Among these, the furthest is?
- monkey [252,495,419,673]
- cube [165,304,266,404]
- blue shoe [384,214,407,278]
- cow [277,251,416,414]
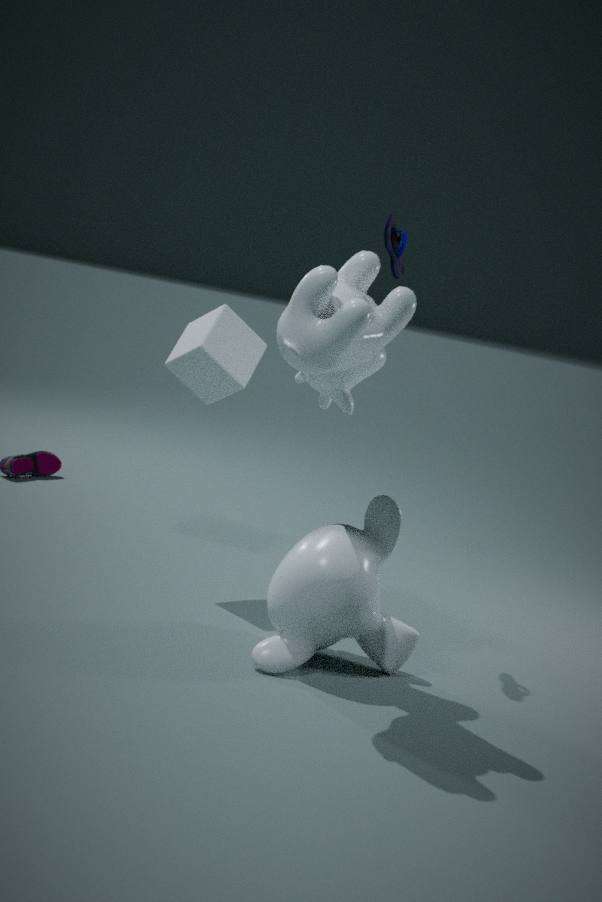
cube [165,304,266,404]
